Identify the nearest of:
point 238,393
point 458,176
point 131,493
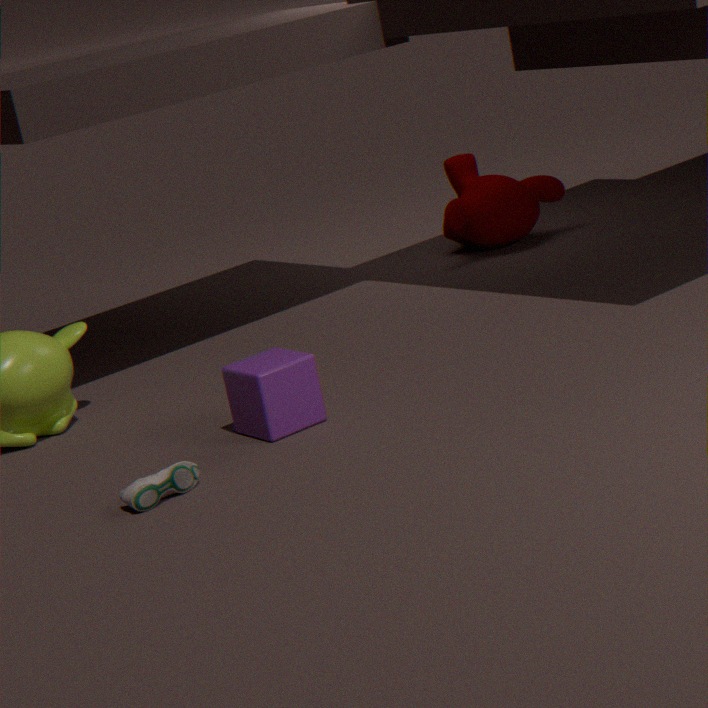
point 131,493
